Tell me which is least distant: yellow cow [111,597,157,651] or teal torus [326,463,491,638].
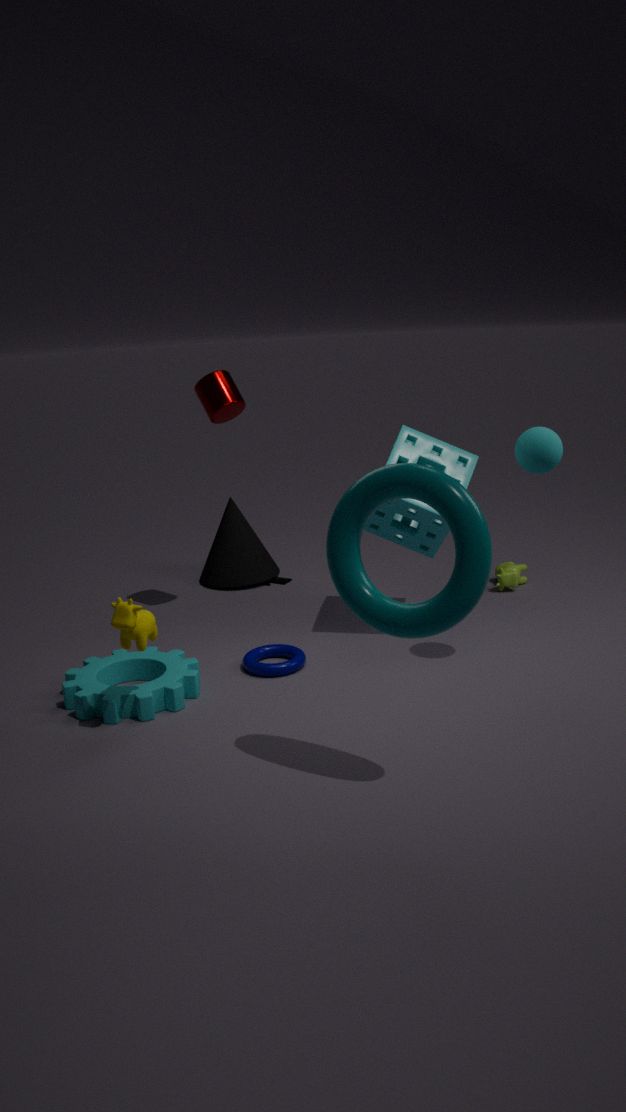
teal torus [326,463,491,638]
